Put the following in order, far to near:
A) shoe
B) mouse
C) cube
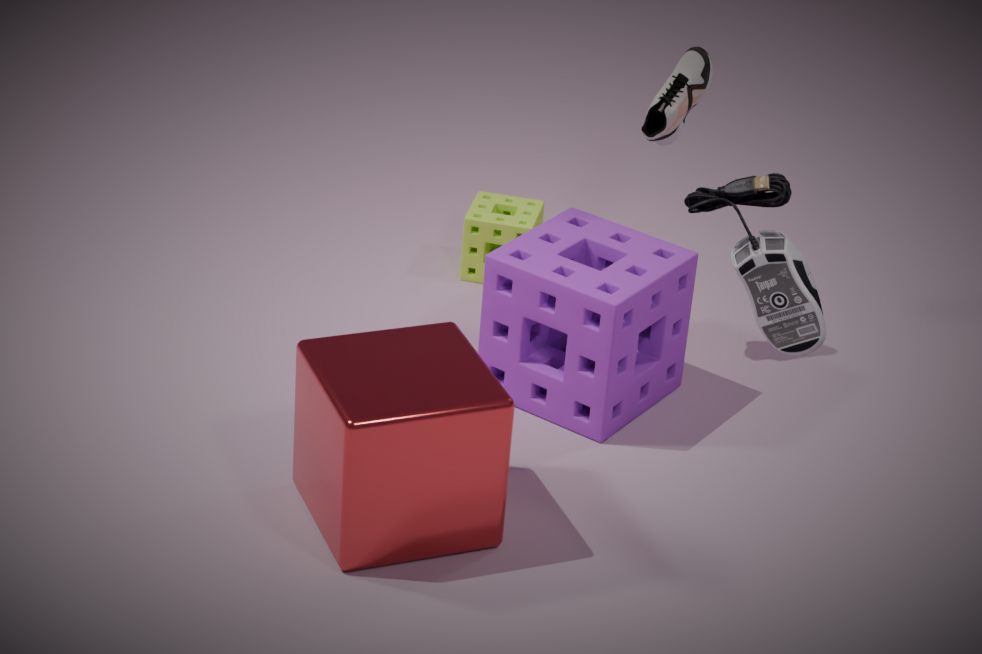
1. A. shoe
2. C. cube
3. B. mouse
